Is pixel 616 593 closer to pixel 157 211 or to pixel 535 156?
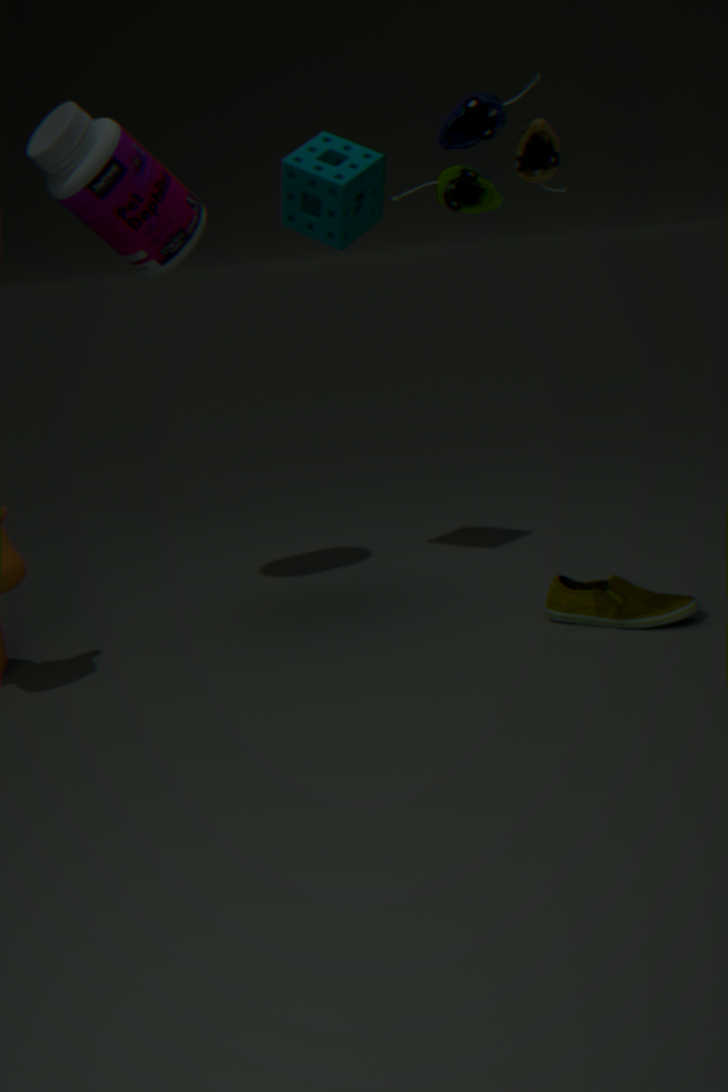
pixel 535 156
